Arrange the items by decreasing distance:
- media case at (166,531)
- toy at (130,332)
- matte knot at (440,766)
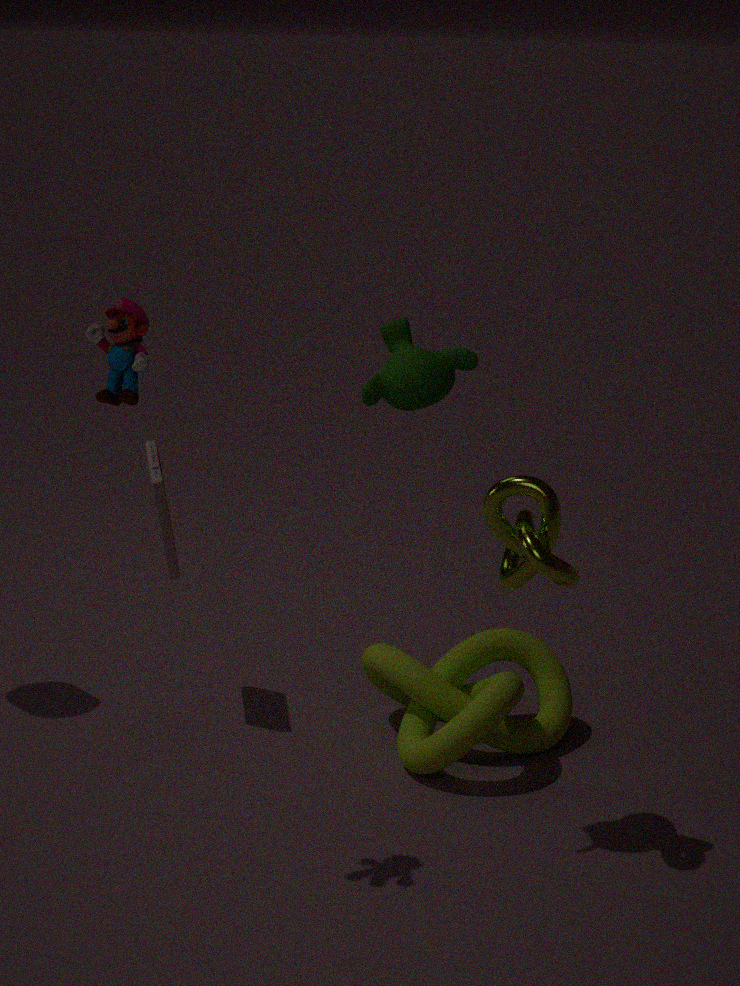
media case at (166,531) → matte knot at (440,766) → toy at (130,332)
